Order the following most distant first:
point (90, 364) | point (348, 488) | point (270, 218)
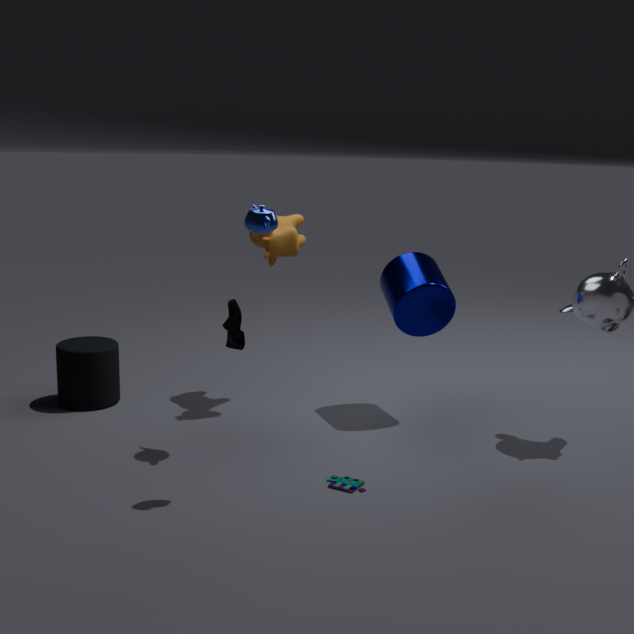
point (90, 364) → point (270, 218) → point (348, 488)
